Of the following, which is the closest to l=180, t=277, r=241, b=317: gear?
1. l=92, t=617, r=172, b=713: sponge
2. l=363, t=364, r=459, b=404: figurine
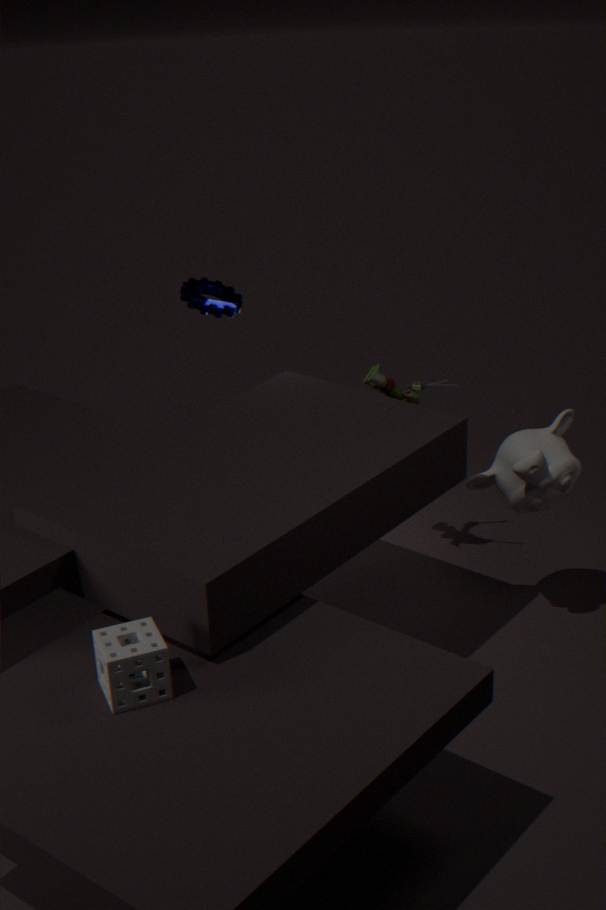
l=363, t=364, r=459, b=404: figurine
